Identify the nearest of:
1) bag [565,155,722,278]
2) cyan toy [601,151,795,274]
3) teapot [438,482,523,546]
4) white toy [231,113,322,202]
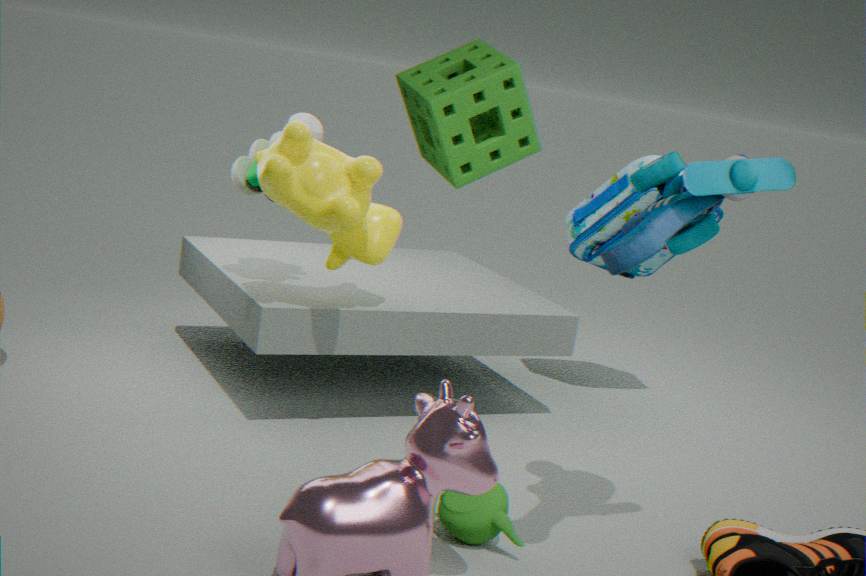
2. cyan toy [601,151,795,274]
